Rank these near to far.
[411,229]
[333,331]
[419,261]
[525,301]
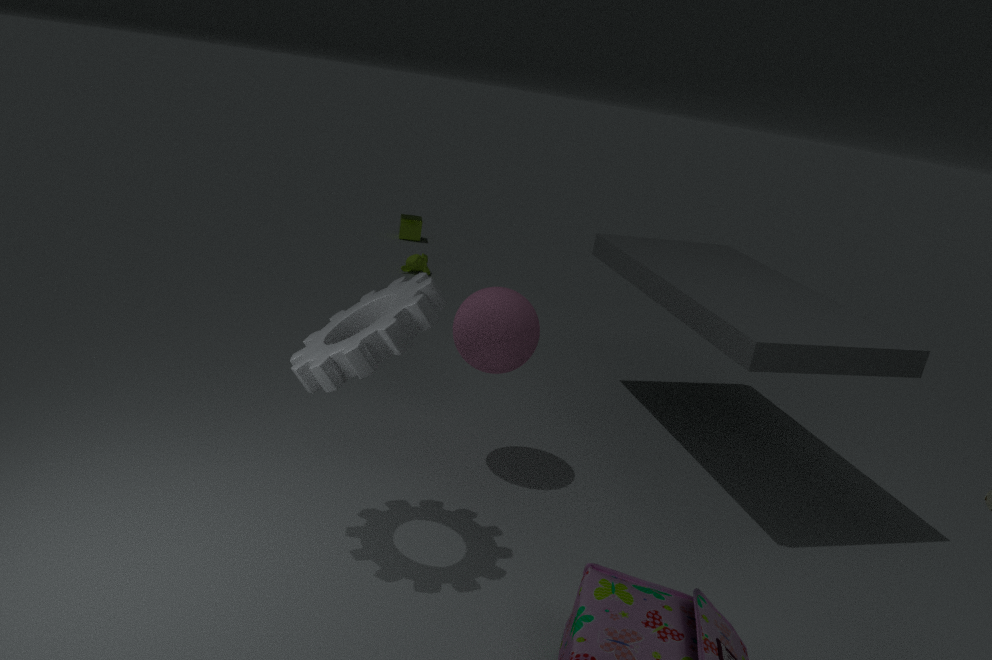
[333,331] → [525,301] → [419,261] → [411,229]
